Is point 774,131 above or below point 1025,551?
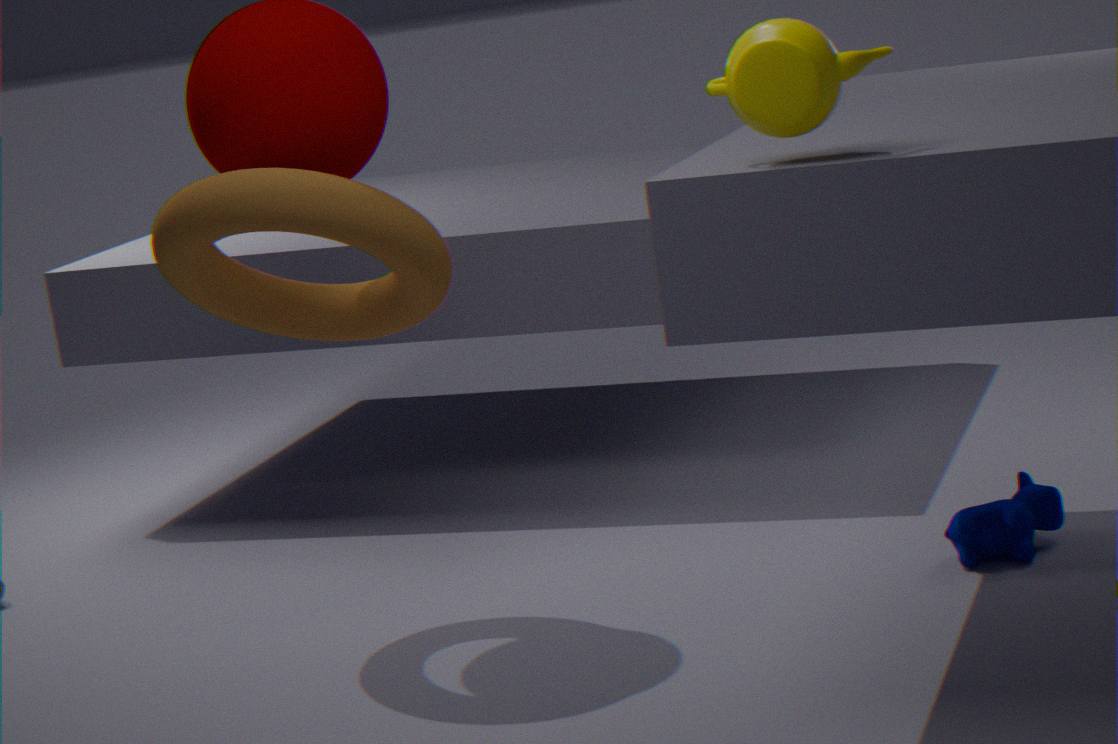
above
